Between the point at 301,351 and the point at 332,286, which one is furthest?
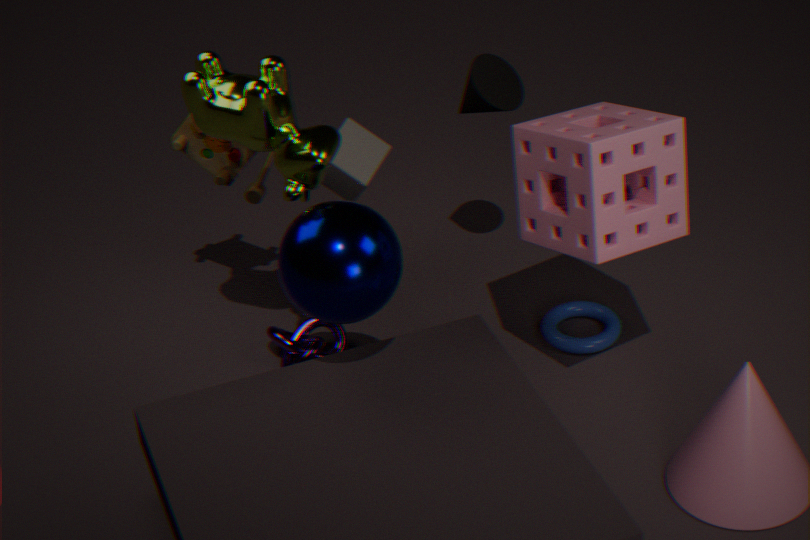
the point at 301,351
